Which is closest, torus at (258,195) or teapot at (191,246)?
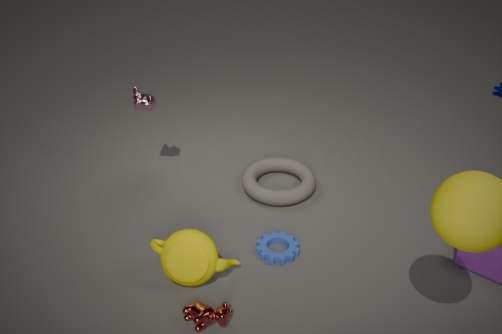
teapot at (191,246)
